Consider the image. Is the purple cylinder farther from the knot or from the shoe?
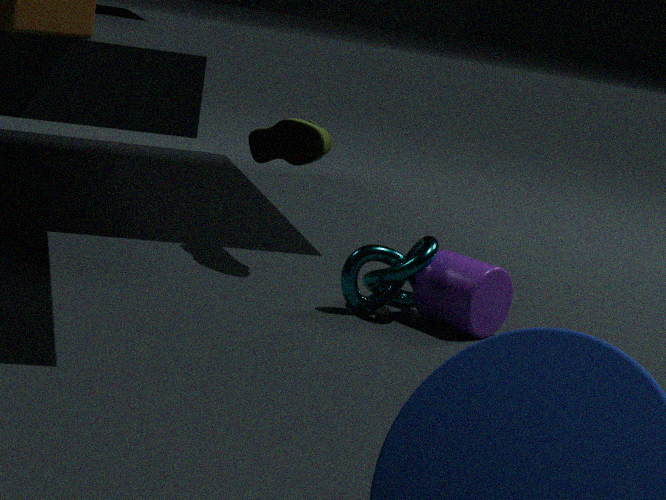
the shoe
